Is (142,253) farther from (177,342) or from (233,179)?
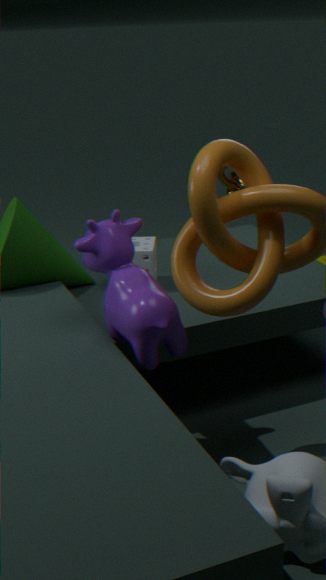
(233,179)
